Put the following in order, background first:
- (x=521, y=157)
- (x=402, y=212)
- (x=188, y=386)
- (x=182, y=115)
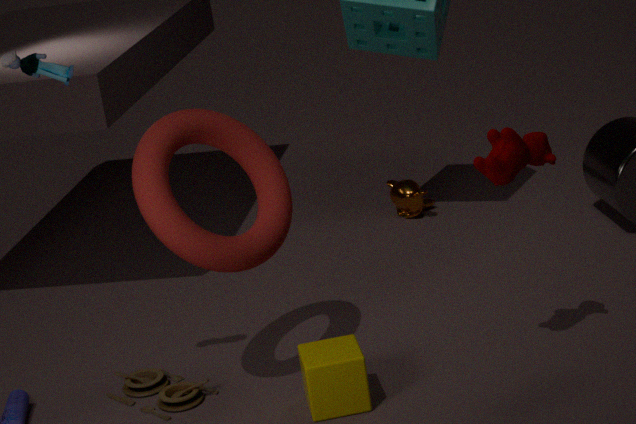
(x=402, y=212), (x=188, y=386), (x=182, y=115), (x=521, y=157)
